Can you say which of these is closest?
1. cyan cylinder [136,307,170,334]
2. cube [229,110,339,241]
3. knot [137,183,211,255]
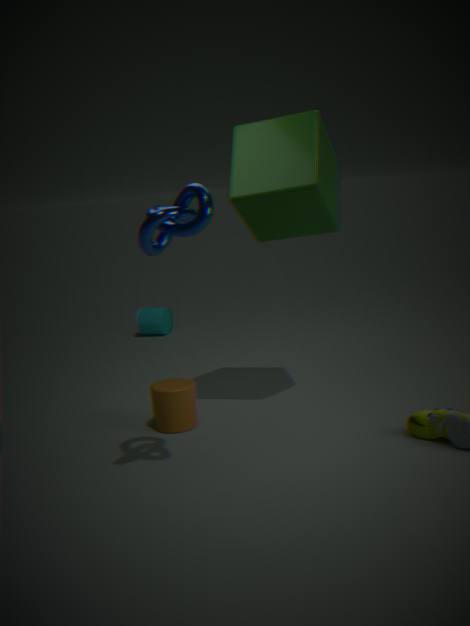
knot [137,183,211,255]
